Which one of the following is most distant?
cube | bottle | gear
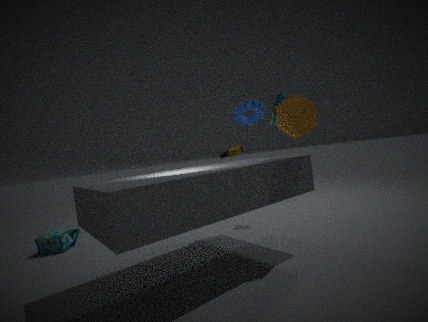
bottle
